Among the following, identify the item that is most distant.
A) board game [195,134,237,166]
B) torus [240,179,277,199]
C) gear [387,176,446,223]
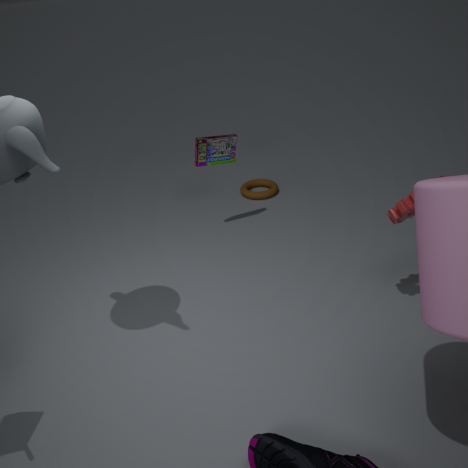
torus [240,179,277,199]
